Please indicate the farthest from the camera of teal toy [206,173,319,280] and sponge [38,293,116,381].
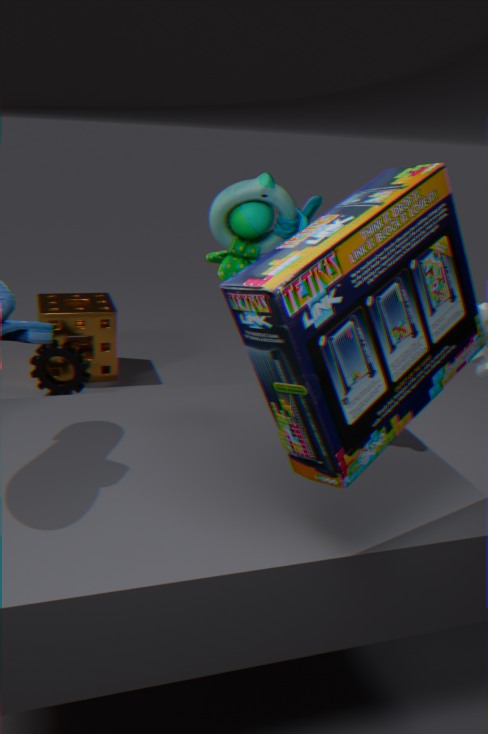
sponge [38,293,116,381]
